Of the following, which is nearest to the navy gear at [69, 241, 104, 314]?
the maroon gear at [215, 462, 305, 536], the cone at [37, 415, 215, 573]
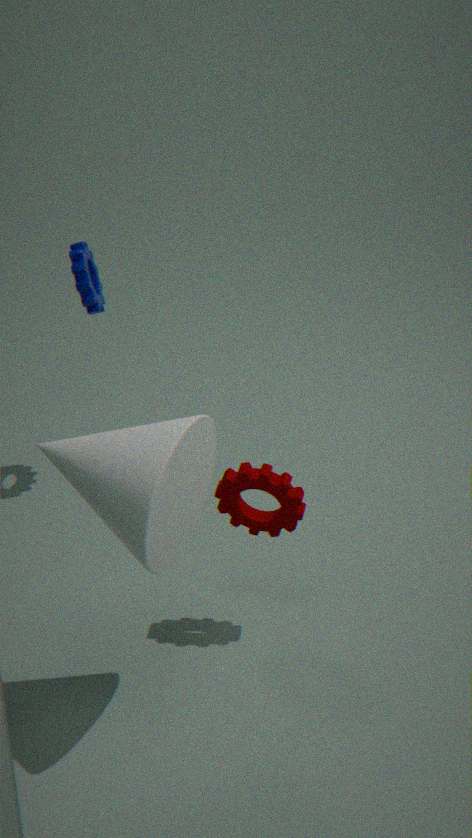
the maroon gear at [215, 462, 305, 536]
